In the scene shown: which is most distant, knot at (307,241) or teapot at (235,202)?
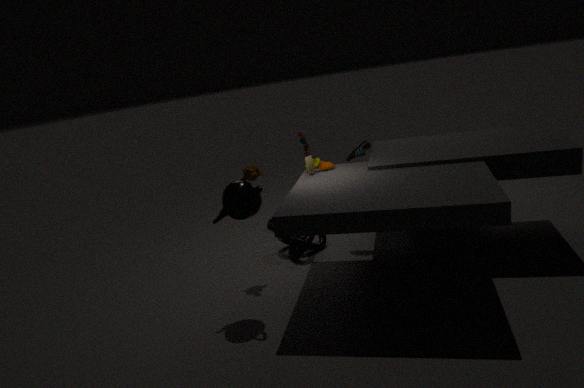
knot at (307,241)
